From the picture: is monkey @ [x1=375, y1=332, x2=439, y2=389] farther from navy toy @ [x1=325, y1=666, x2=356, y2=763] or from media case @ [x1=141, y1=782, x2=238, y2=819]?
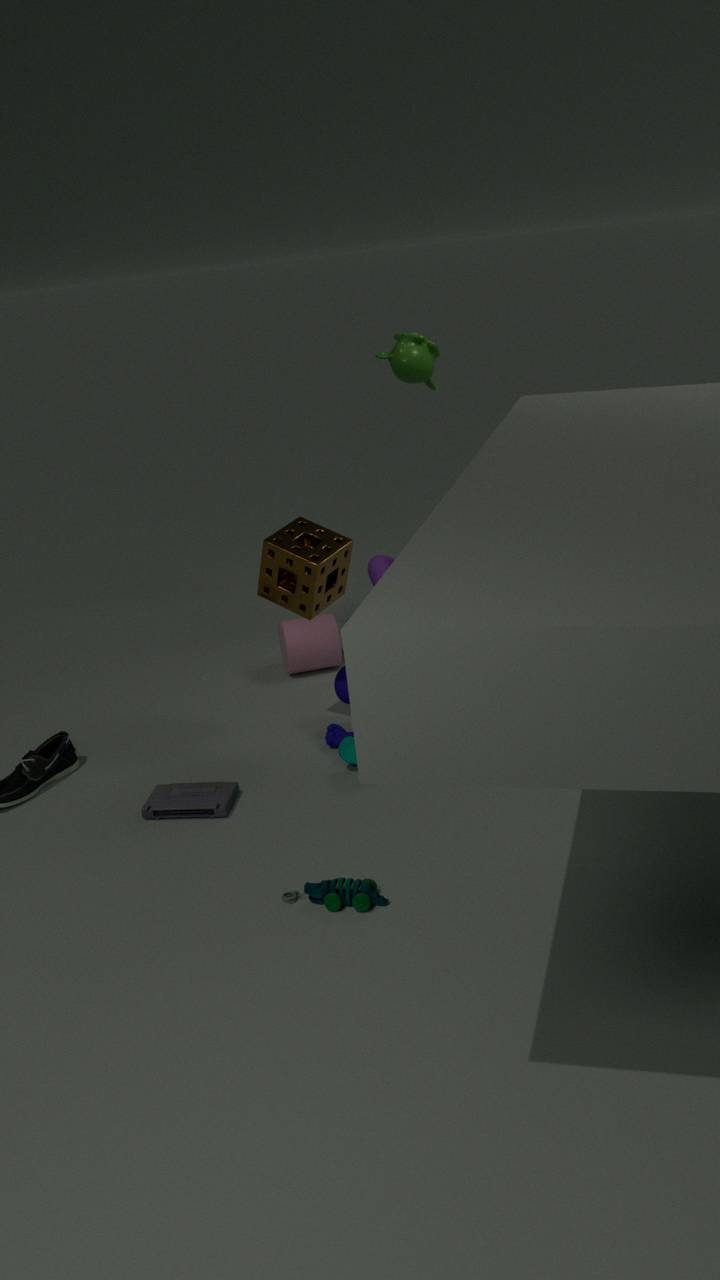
media case @ [x1=141, y1=782, x2=238, y2=819]
